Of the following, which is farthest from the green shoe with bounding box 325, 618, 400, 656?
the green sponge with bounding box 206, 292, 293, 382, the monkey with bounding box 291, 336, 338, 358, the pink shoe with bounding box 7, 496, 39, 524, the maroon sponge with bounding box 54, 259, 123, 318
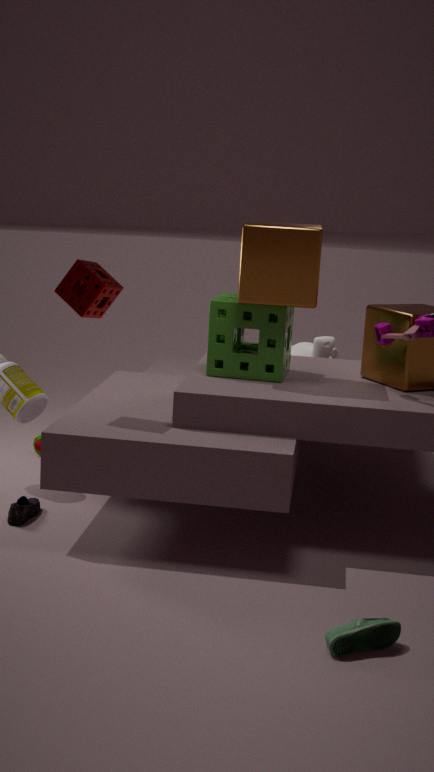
the monkey with bounding box 291, 336, 338, 358
